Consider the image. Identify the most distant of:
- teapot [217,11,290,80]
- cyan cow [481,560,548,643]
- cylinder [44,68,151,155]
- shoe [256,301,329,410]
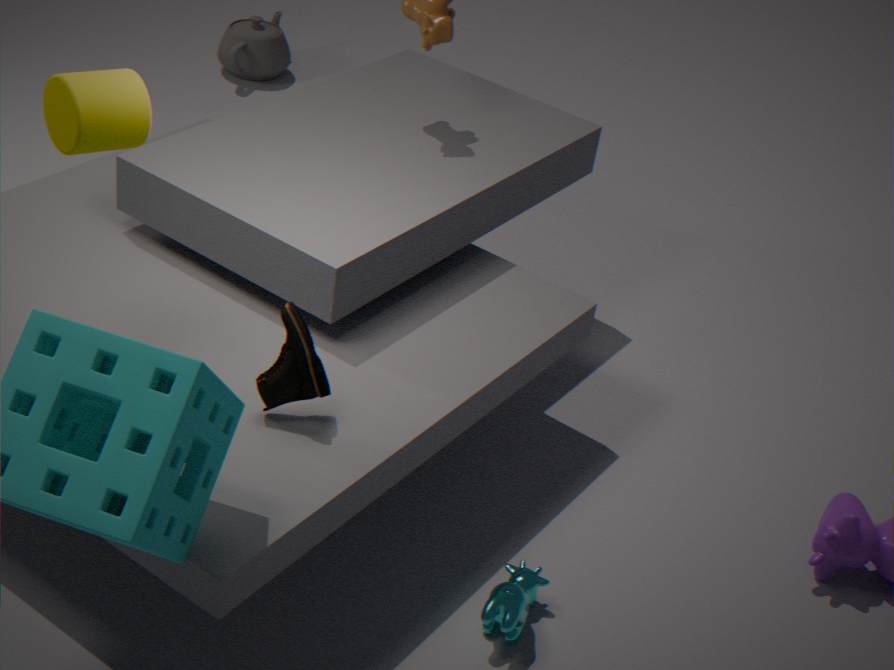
teapot [217,11,290,80]
